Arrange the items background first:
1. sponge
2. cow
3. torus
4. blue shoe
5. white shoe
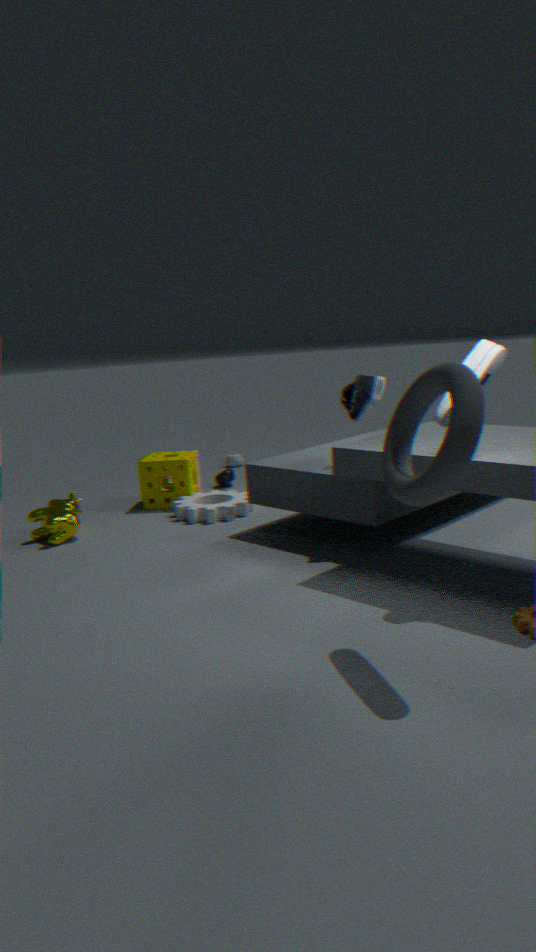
sponge, cow, blue shoe, white shoe, torus
